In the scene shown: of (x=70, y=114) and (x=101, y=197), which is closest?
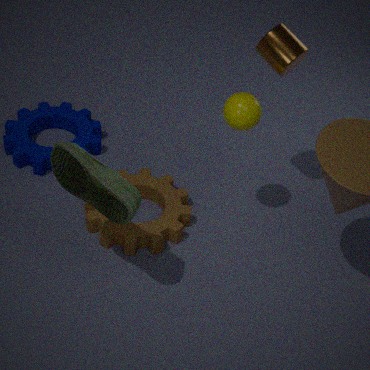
(x=101, y=197)
